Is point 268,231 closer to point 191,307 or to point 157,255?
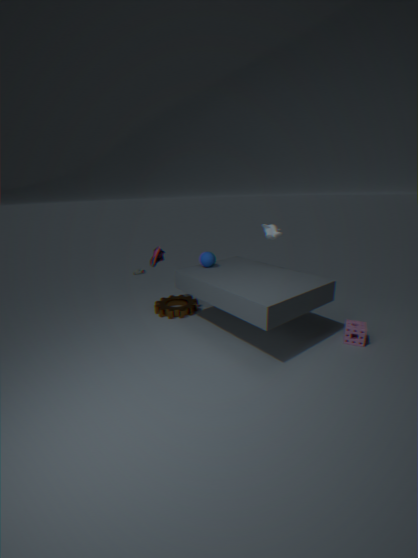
point 157,255
